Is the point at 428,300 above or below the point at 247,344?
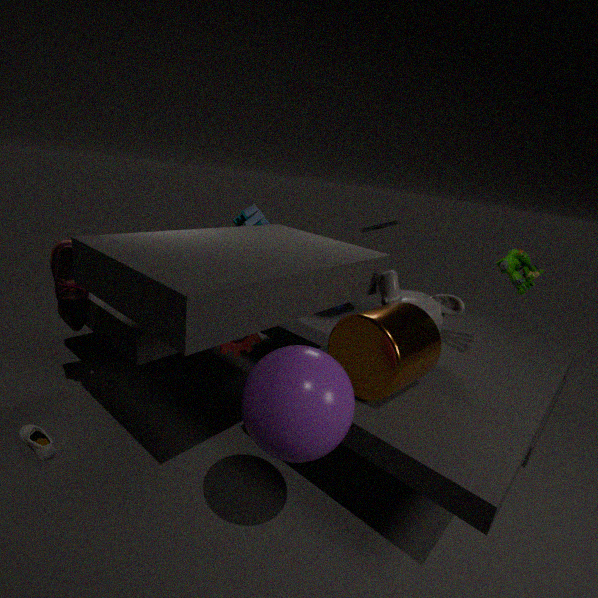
above
